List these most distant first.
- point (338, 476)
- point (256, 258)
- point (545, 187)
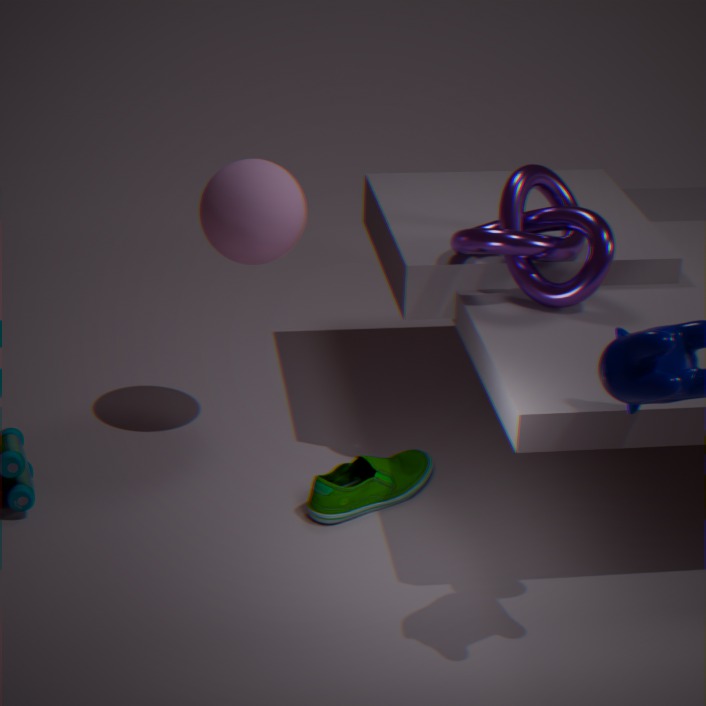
1. point (545, 187)
2. point (256, 258)
3. point (338, 476)
